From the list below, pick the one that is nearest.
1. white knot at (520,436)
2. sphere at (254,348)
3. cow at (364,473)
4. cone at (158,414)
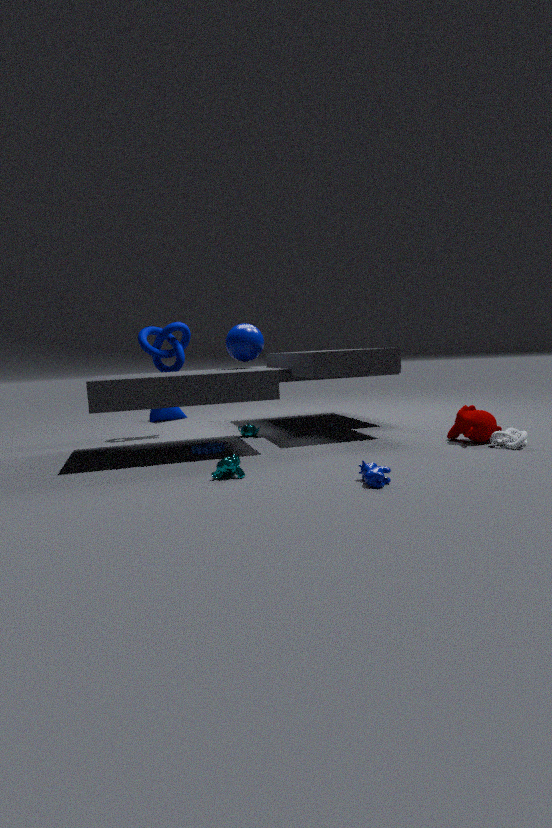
cow at (364,473)
